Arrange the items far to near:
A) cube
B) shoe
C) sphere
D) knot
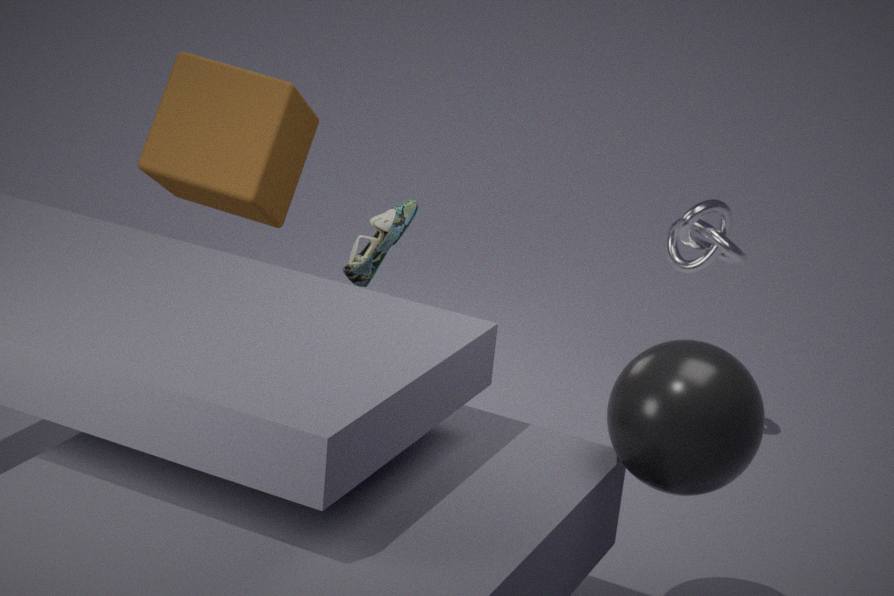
knot
shoe
cube
sphere
